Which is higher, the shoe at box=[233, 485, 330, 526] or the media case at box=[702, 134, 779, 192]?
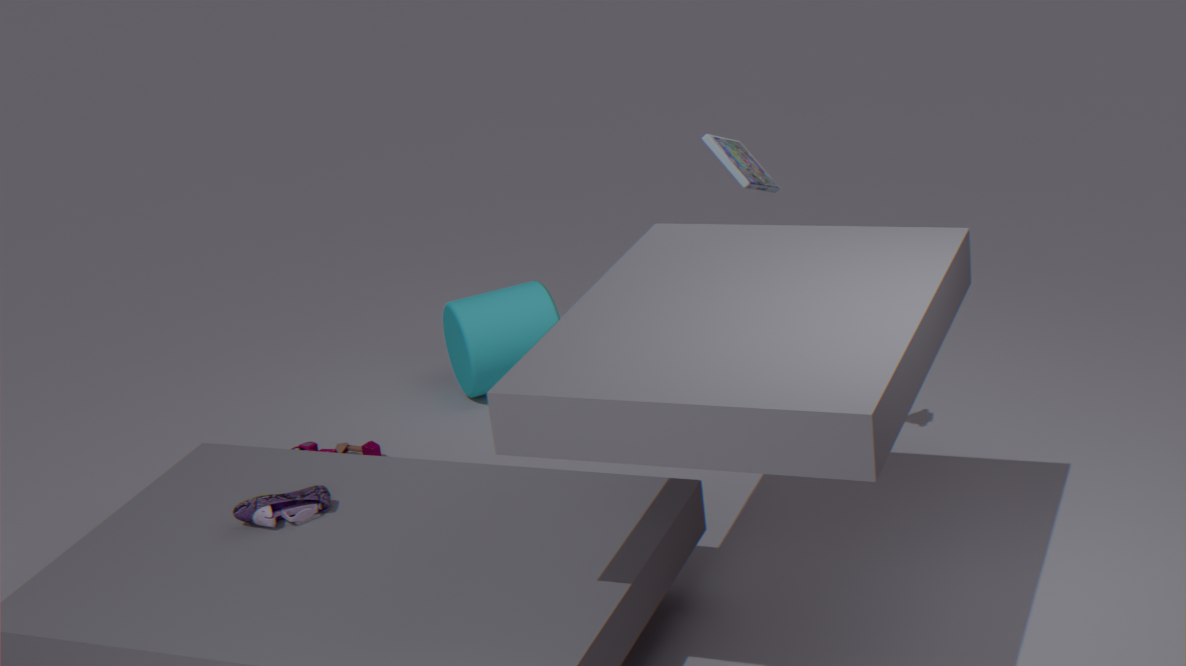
the media case at box=[702, 134, 779, 192]
